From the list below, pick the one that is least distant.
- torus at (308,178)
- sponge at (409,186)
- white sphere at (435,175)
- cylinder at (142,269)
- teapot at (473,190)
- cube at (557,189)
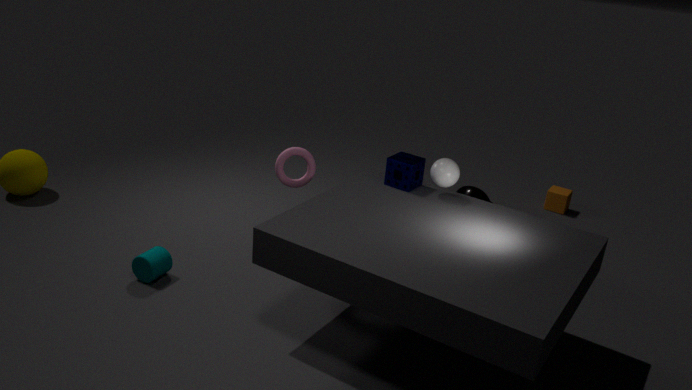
white sphere at (435,175)
